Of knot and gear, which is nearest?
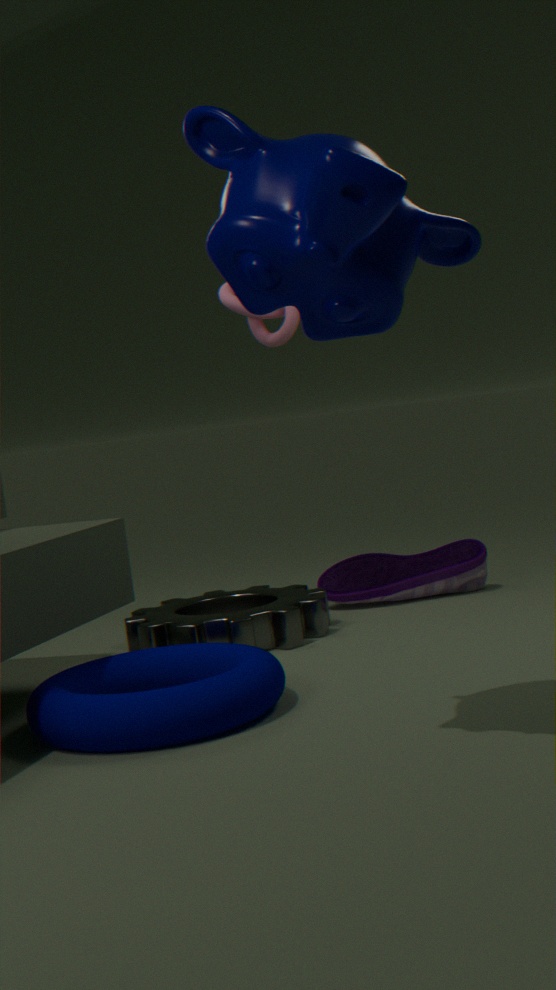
gear
